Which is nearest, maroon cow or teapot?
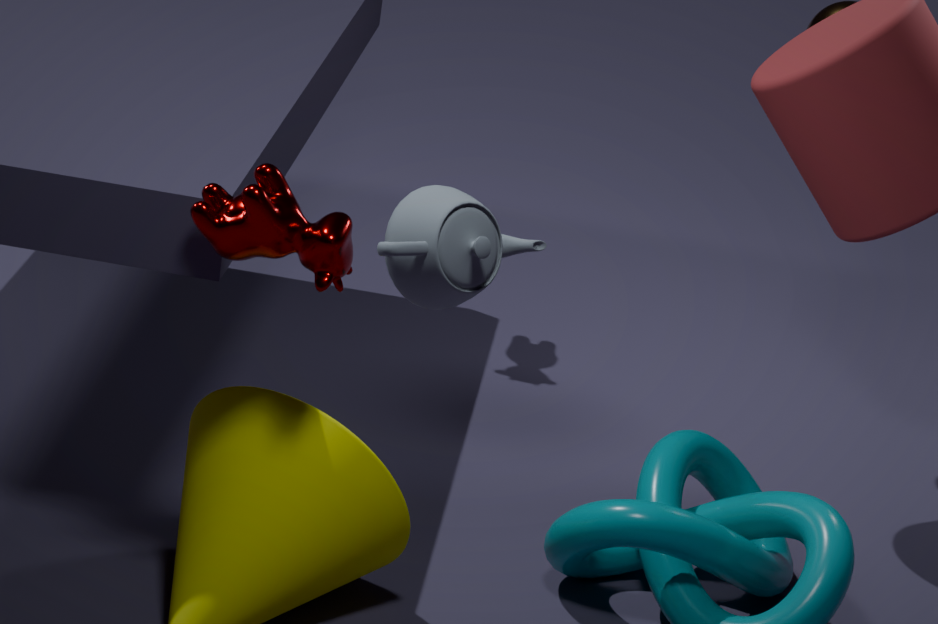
teapot
